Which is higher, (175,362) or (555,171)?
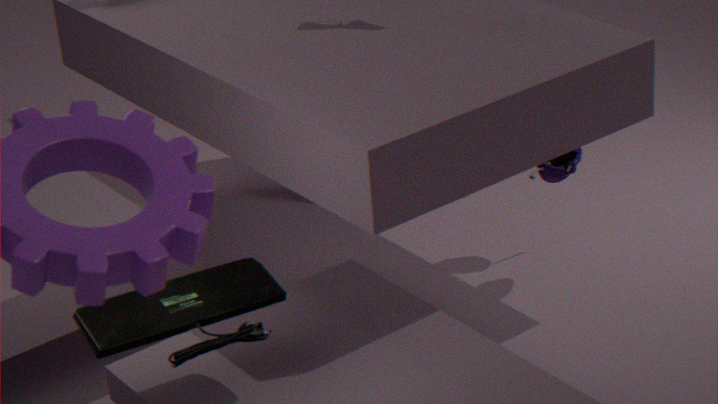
(175,362)
